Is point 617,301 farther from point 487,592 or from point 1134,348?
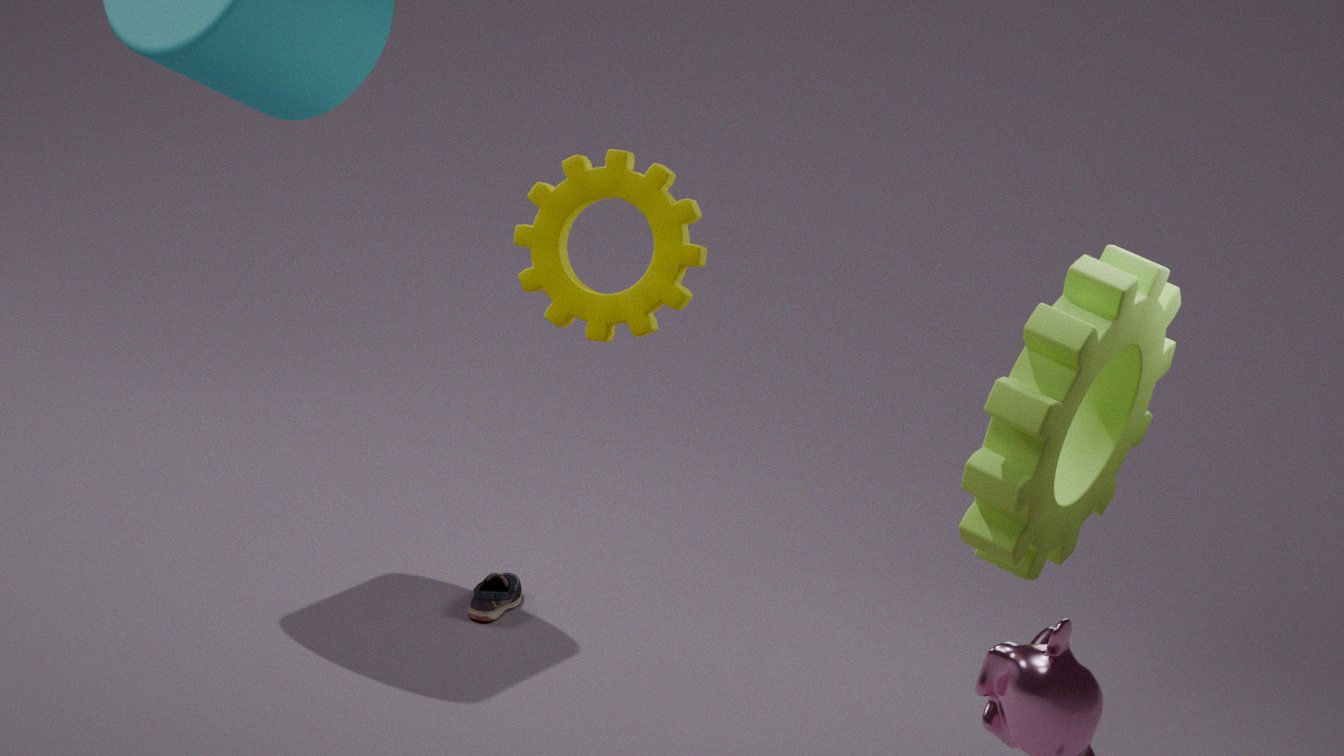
point 487,592
